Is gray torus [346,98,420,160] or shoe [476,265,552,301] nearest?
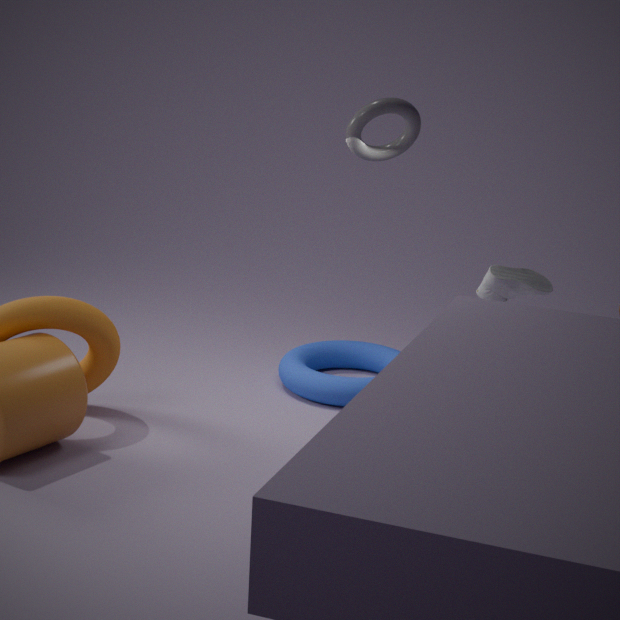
gray torus [346,98,420,160]
